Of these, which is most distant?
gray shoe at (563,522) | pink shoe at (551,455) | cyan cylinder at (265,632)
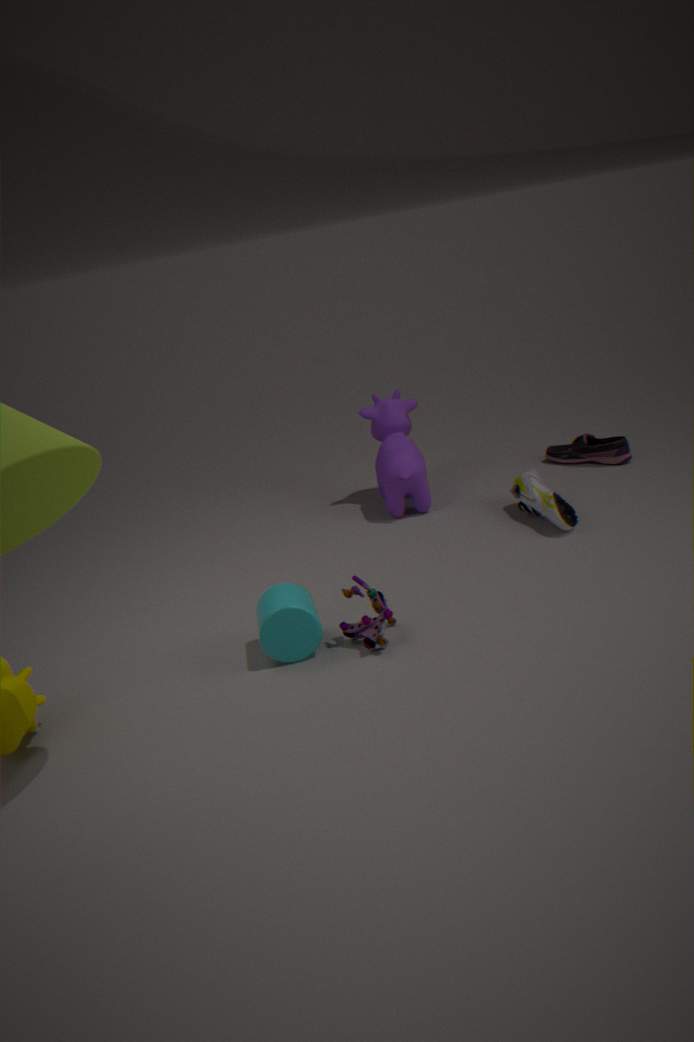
pink shoe at (551,455)
